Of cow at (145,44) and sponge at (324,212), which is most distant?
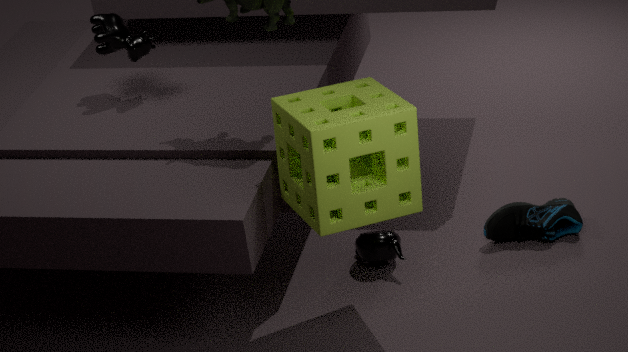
cow at (145,44)
